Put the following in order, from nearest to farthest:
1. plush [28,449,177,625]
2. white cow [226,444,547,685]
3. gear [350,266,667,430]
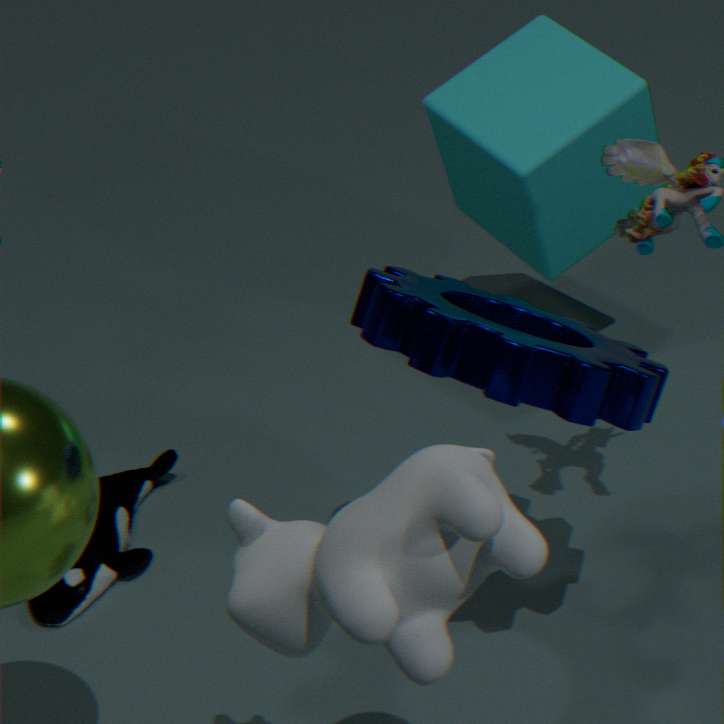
white cow [226,444,547,685] < gear [350,266,667,430] < plush [28,449,177,625]
